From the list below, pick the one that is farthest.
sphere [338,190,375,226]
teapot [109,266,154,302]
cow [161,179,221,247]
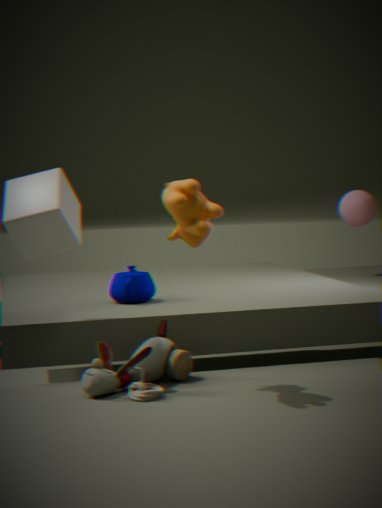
sphere [338,190,375,226]
